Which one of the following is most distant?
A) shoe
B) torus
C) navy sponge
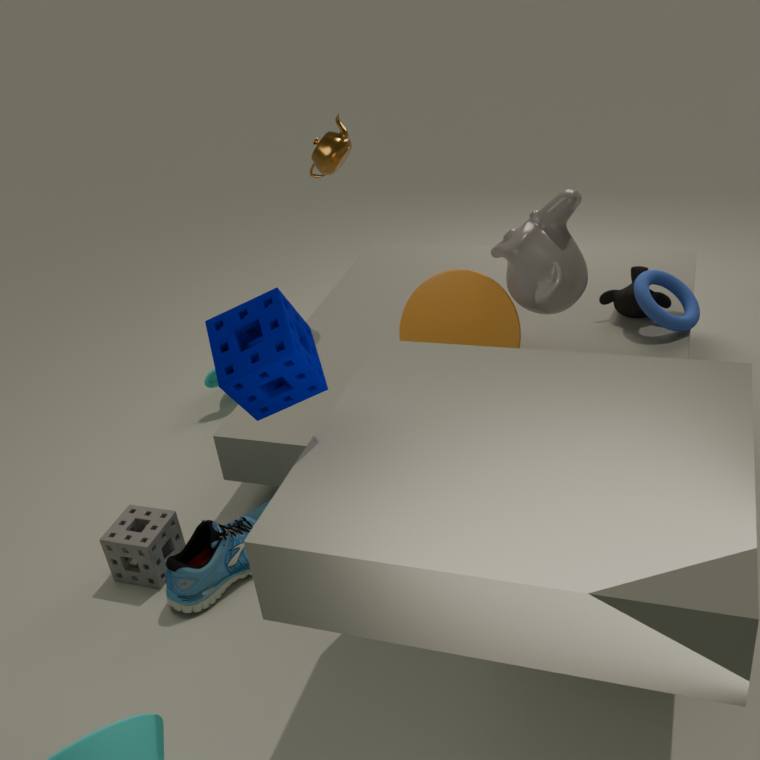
torus
